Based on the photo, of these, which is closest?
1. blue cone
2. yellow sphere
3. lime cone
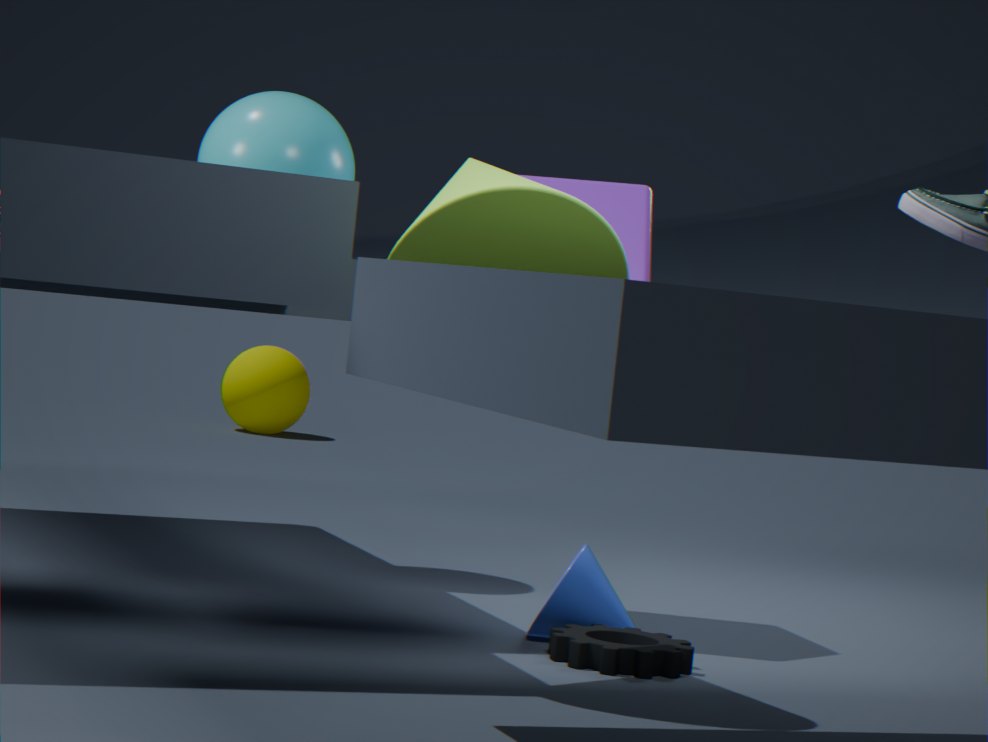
lime cone
